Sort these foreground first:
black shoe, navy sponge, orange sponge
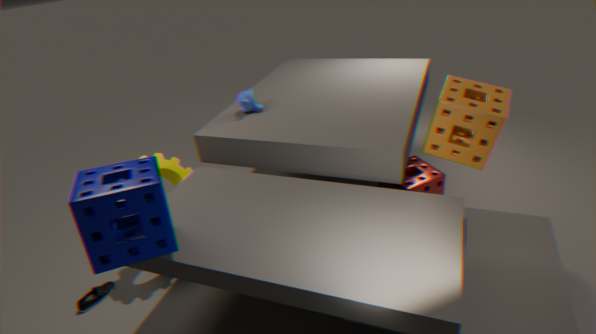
navy sponge
orange sponge
black shoe
